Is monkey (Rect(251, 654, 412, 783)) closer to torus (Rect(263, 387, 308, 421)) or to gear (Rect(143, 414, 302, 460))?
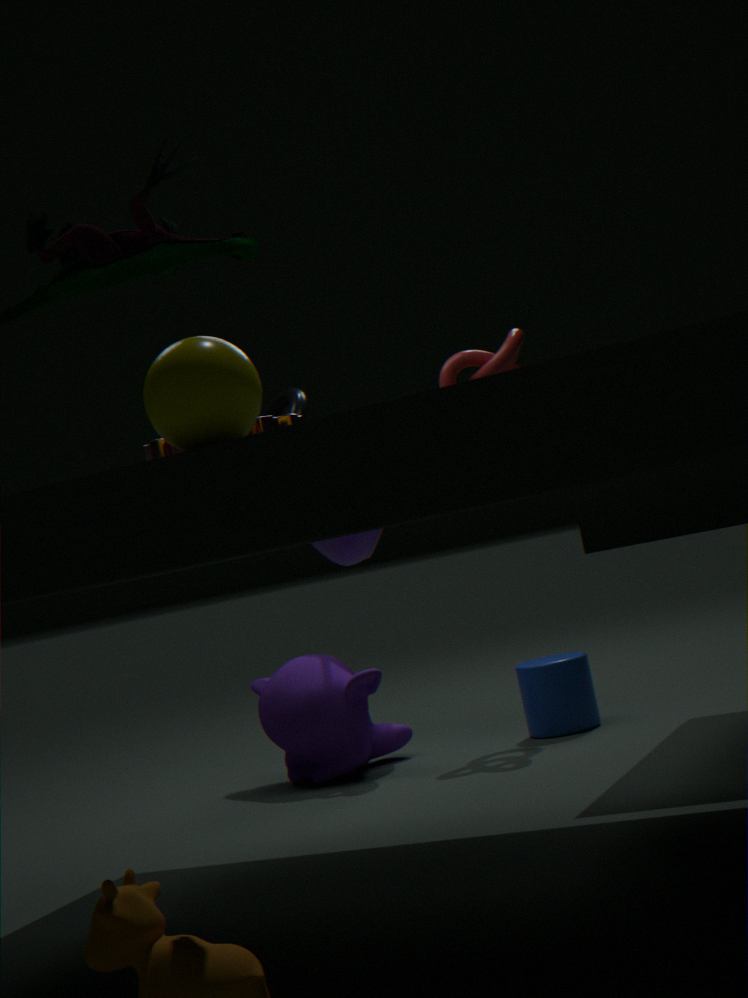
torus (Rect(263, 387, 308, 421))
